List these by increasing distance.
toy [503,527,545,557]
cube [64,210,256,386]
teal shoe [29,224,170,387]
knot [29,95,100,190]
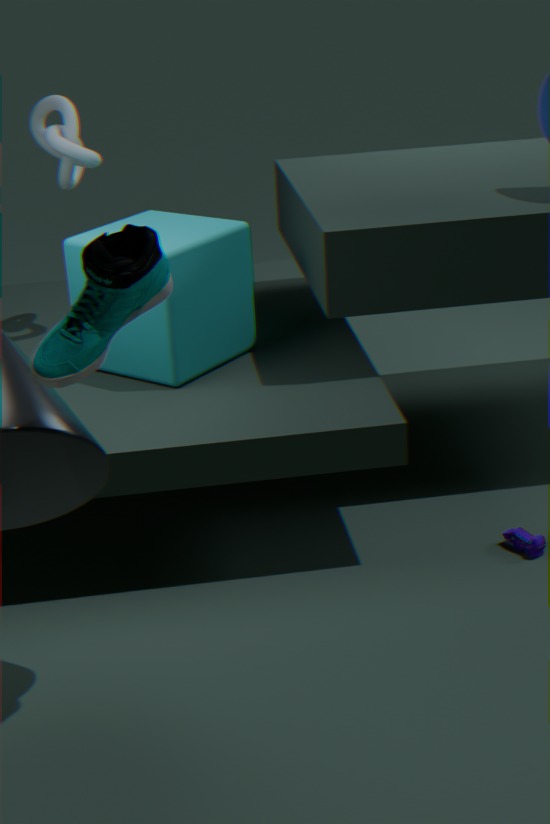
teal shoe [29,224,170,387], toy [503,527,545,557], cube [64,210,256,386], knot [29,95,100,190]
